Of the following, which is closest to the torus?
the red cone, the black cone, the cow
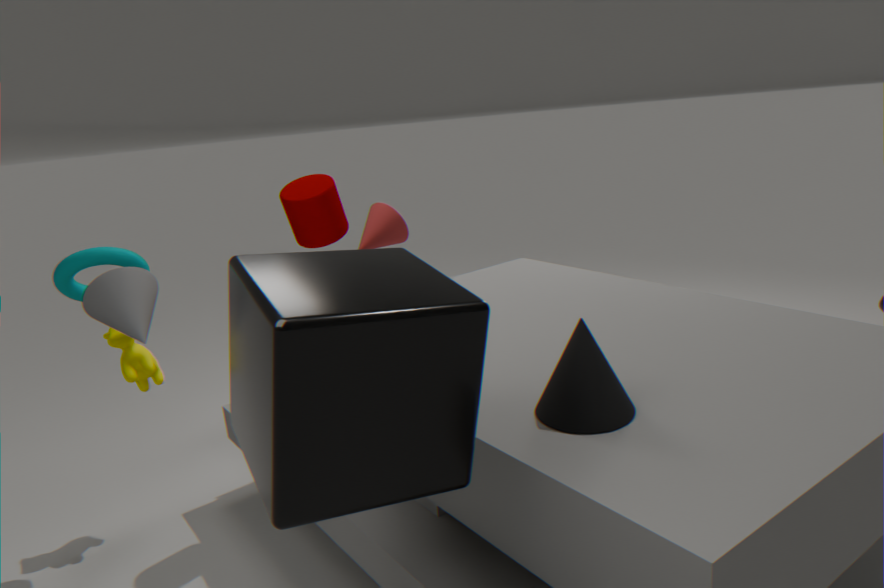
the cow
